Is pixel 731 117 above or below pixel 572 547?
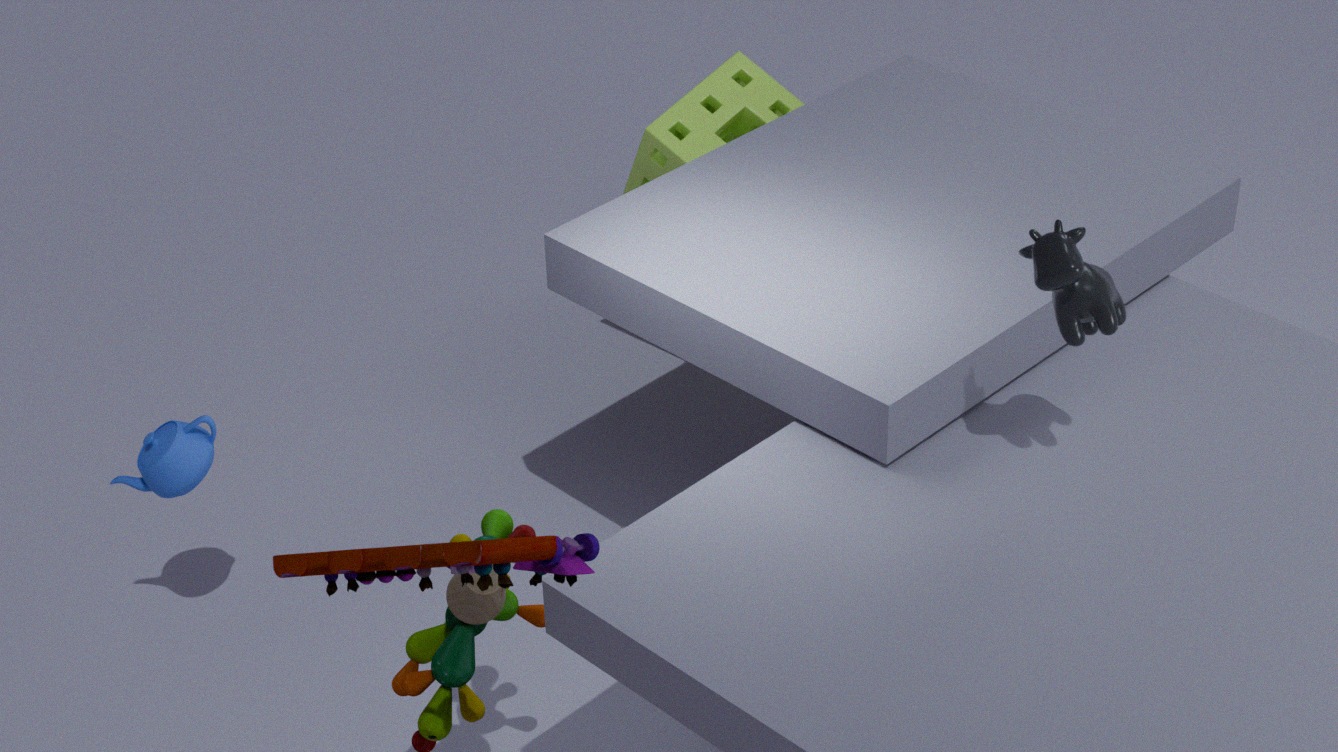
below
